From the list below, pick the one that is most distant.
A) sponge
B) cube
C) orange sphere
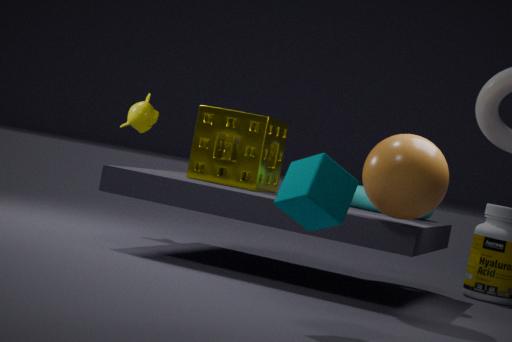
sponge
